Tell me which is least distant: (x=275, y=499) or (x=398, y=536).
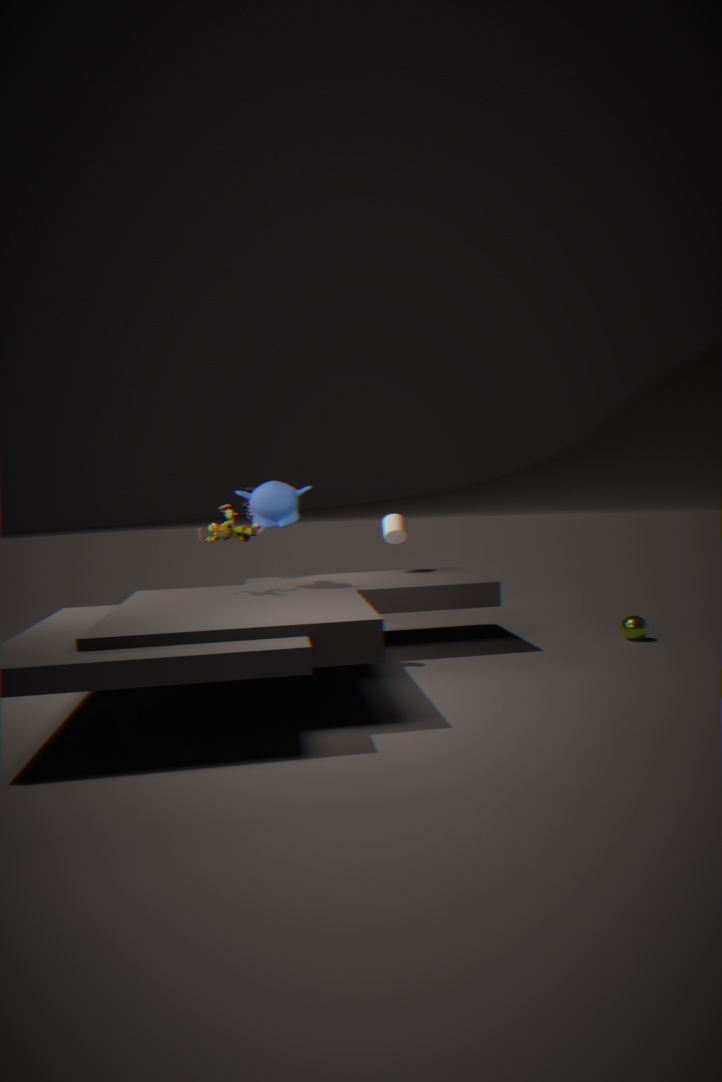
(x=275, y=499)
